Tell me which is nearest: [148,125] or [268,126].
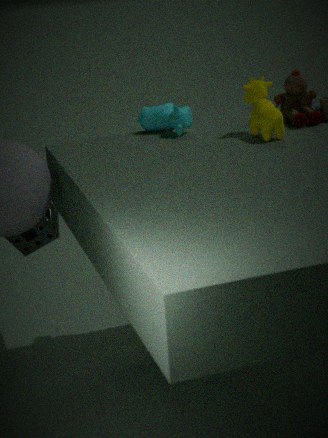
[268,126]
